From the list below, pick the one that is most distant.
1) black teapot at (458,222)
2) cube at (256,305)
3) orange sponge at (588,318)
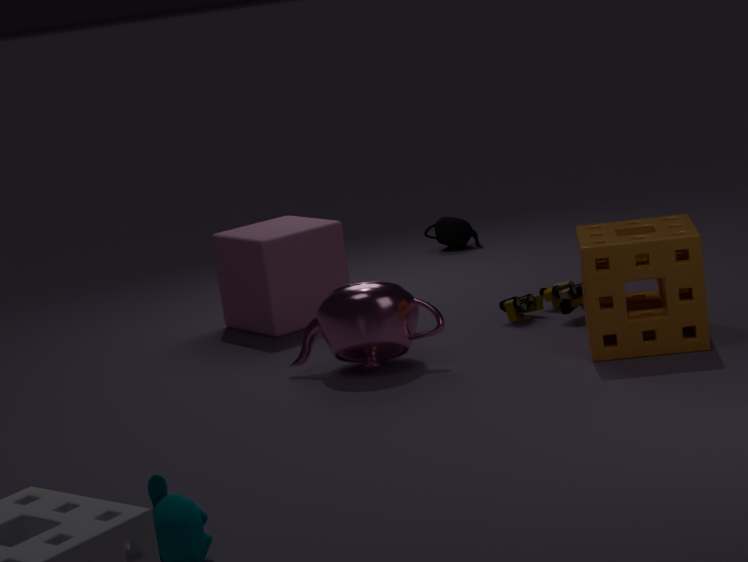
1. black teapot at (458,222)
